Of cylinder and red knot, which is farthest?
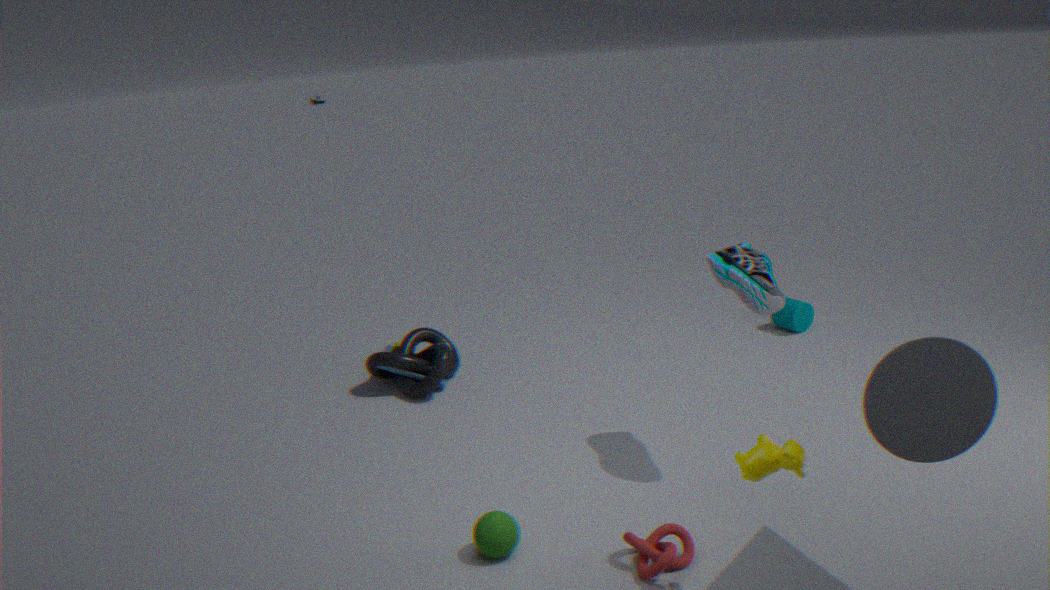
cylinder
